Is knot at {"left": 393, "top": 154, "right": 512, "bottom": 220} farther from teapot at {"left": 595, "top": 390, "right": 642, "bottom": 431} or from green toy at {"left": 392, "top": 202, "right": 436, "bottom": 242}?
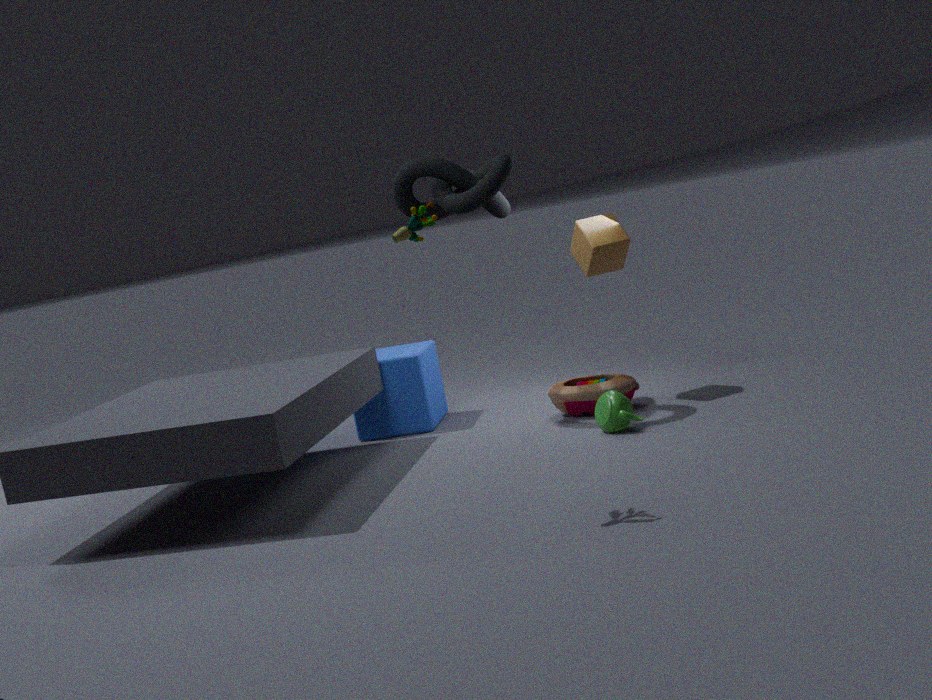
green toy at {"left": 392, "top": 202, "right": 436, "bottom": 242}
